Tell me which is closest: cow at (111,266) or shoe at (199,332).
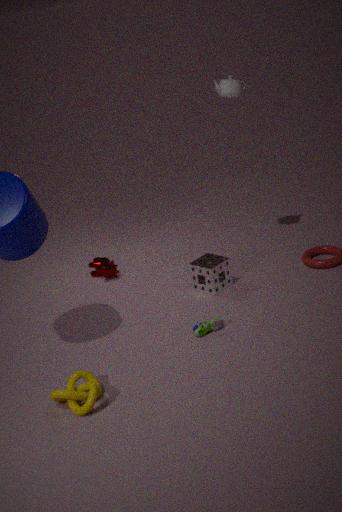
shoe at (199,332)
